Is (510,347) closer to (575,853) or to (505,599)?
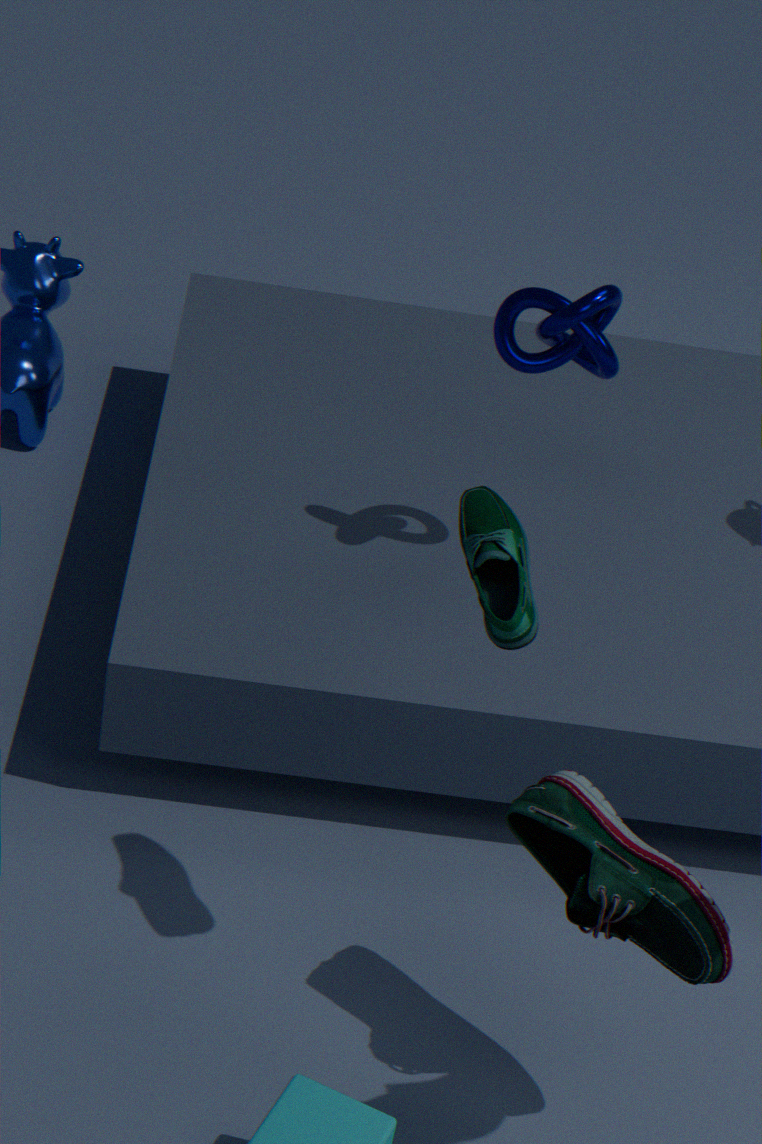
(505,599)
